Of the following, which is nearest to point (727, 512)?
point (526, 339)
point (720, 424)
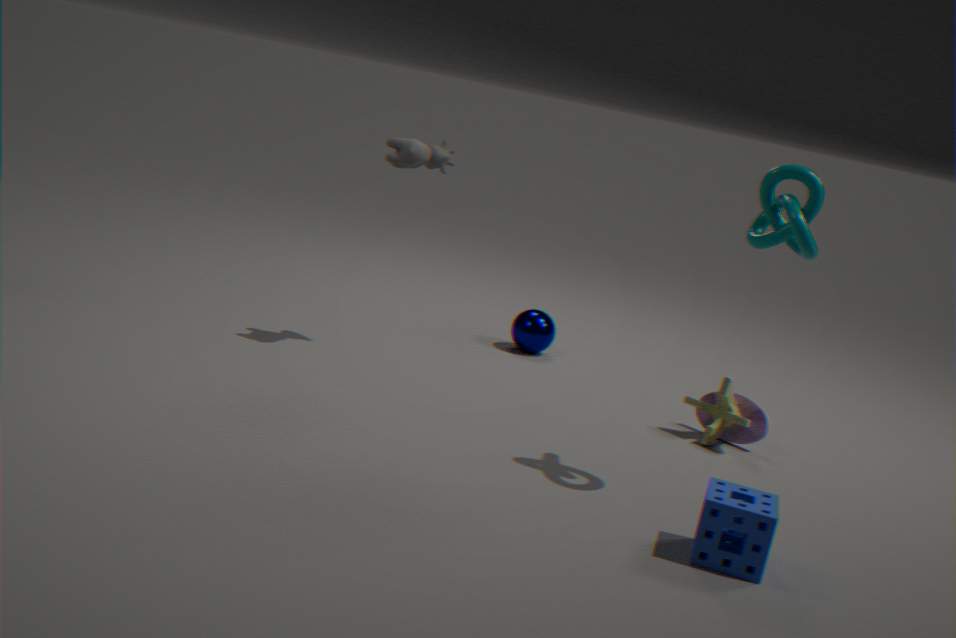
point (720, 424)
